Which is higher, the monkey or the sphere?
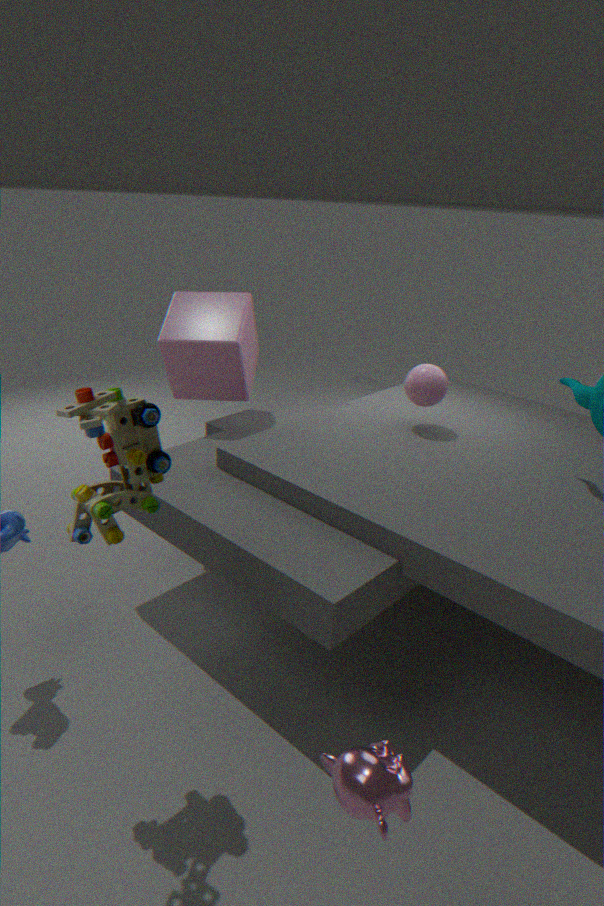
the sphere
